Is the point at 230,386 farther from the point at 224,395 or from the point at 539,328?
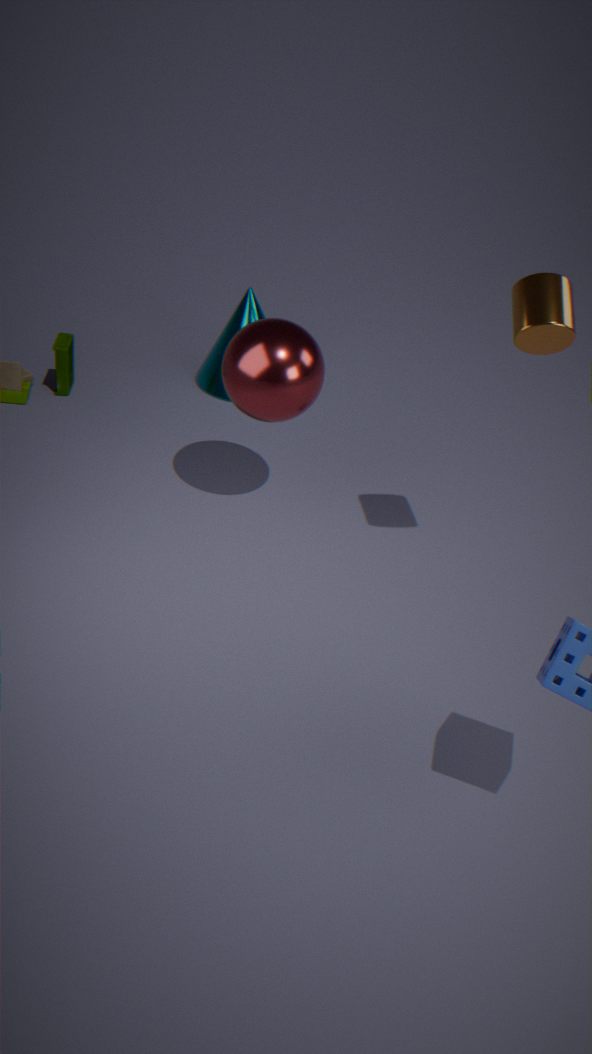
the point at 224,395
